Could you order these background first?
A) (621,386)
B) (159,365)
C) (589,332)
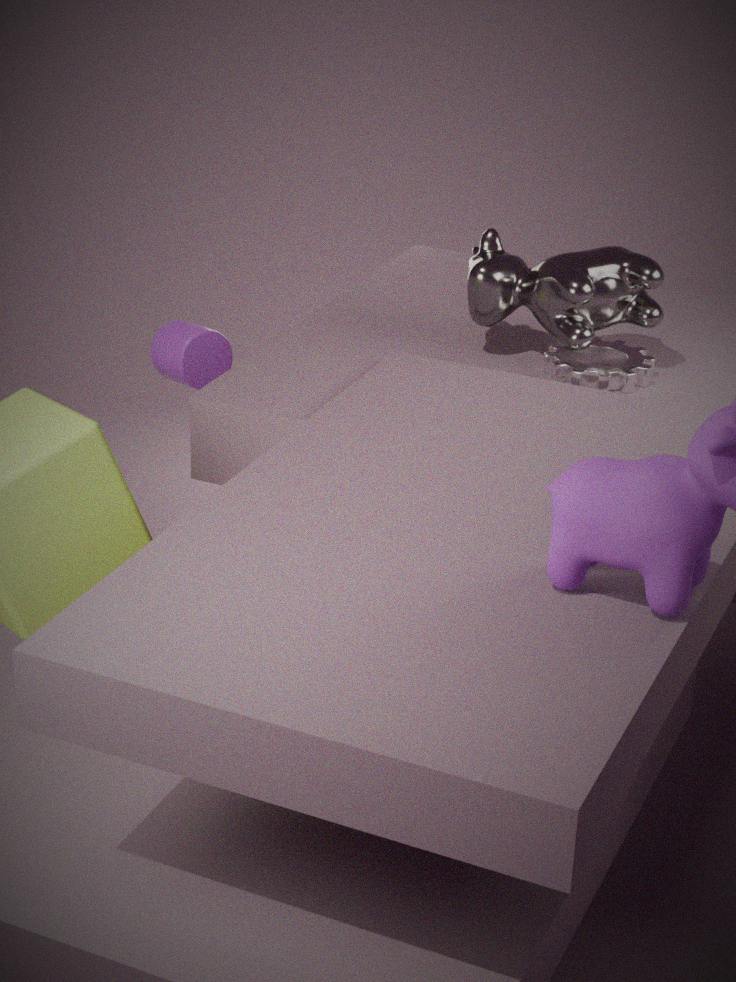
(159,365)
(621,386)
(589,332)
